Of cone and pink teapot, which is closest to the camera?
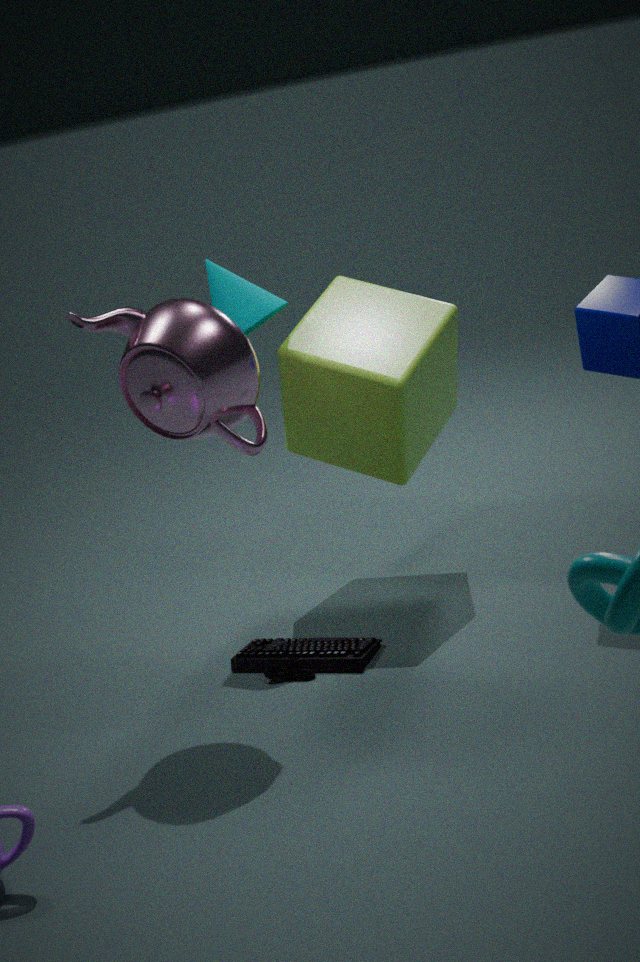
pink teapot
